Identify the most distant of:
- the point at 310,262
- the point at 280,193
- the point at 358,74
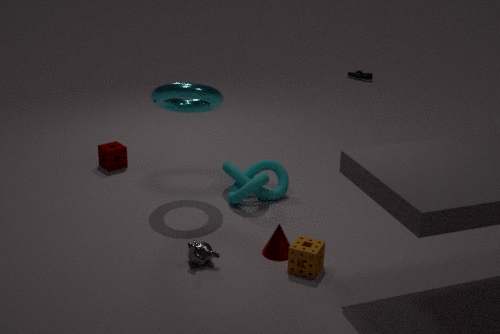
the point at 358,74
